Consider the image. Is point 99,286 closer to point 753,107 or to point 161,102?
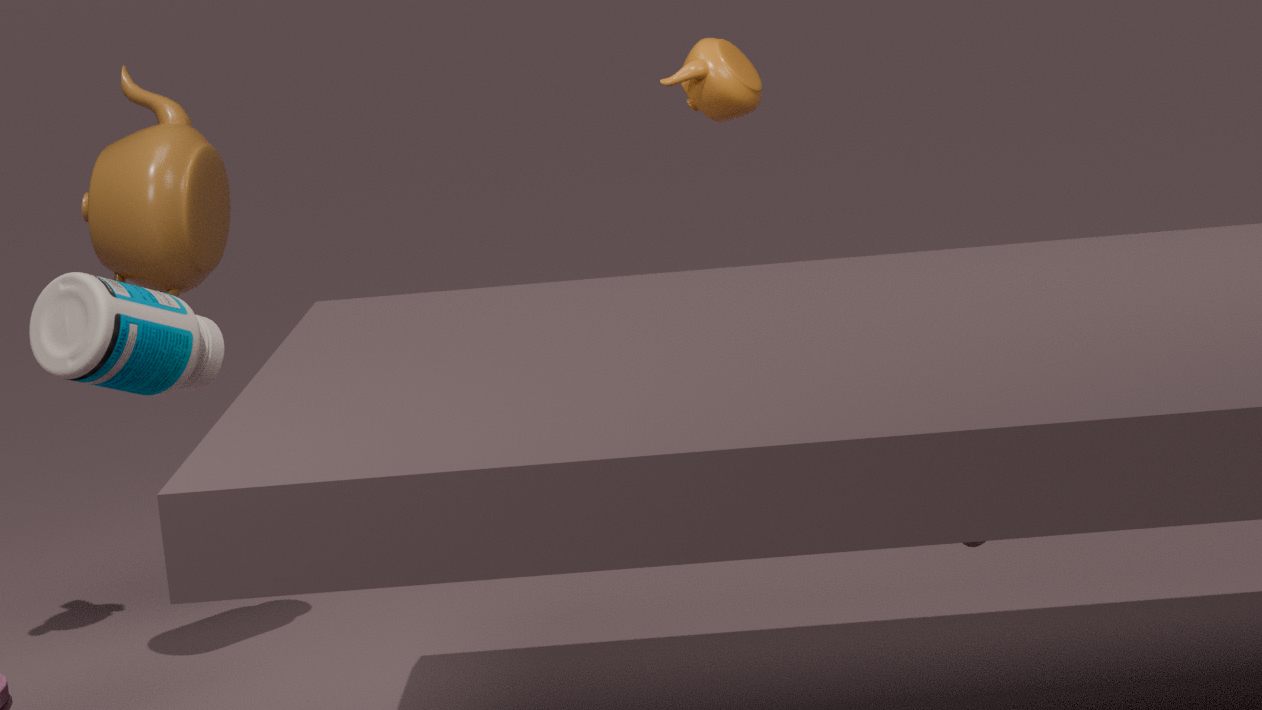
point 161,102
